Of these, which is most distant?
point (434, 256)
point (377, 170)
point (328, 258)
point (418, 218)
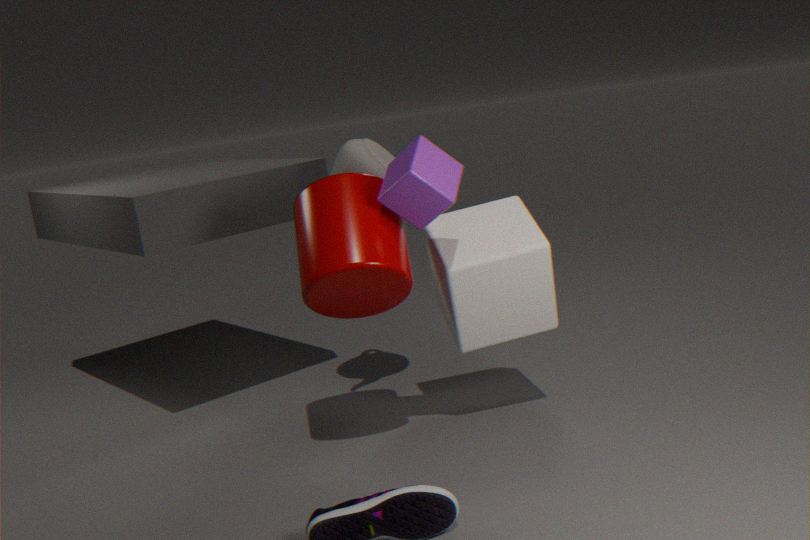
point (377, 170)
